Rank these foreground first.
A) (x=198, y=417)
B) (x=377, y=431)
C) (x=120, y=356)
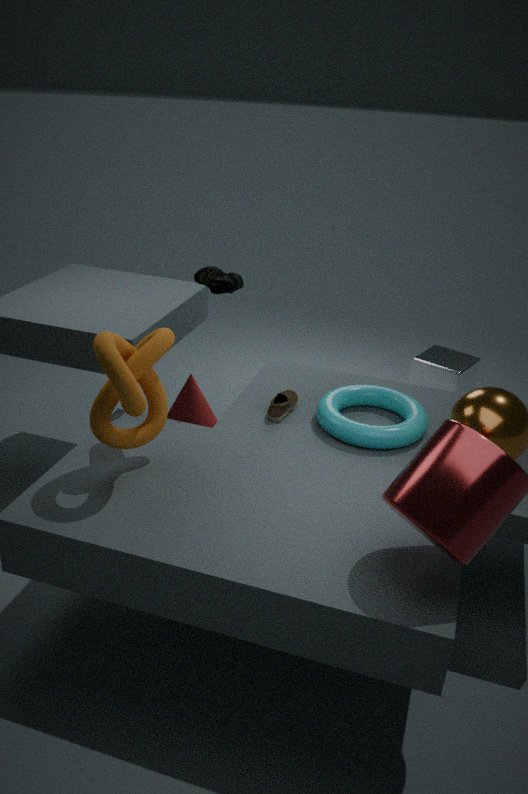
(x=120, y=356) < (x=377, y=431) < (x=198, y=417)
